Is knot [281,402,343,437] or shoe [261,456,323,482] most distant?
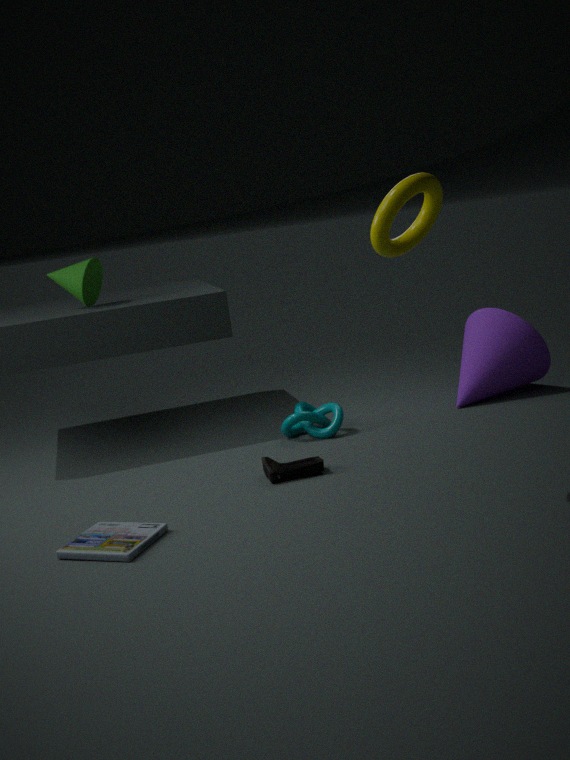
knot [281,402,343,437]
